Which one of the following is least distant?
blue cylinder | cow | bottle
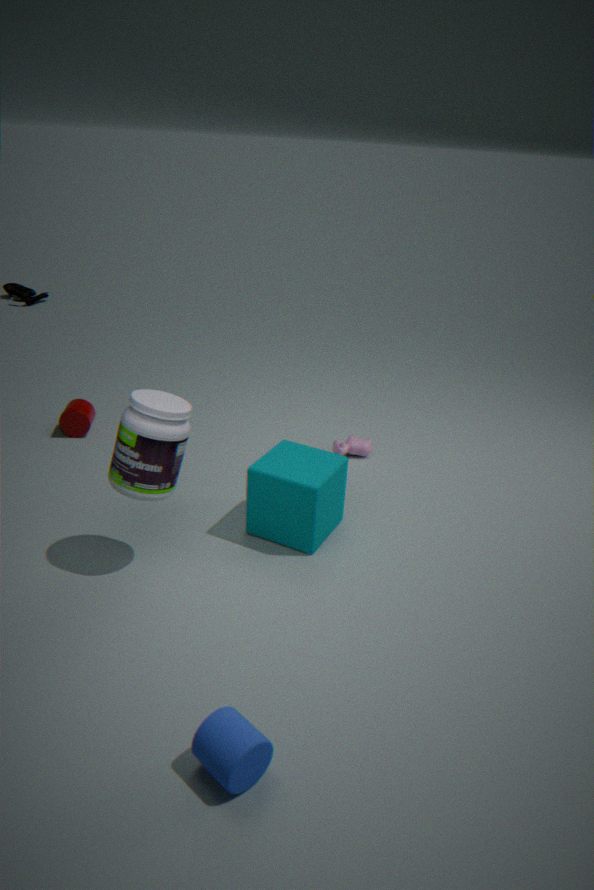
blue cylinder
